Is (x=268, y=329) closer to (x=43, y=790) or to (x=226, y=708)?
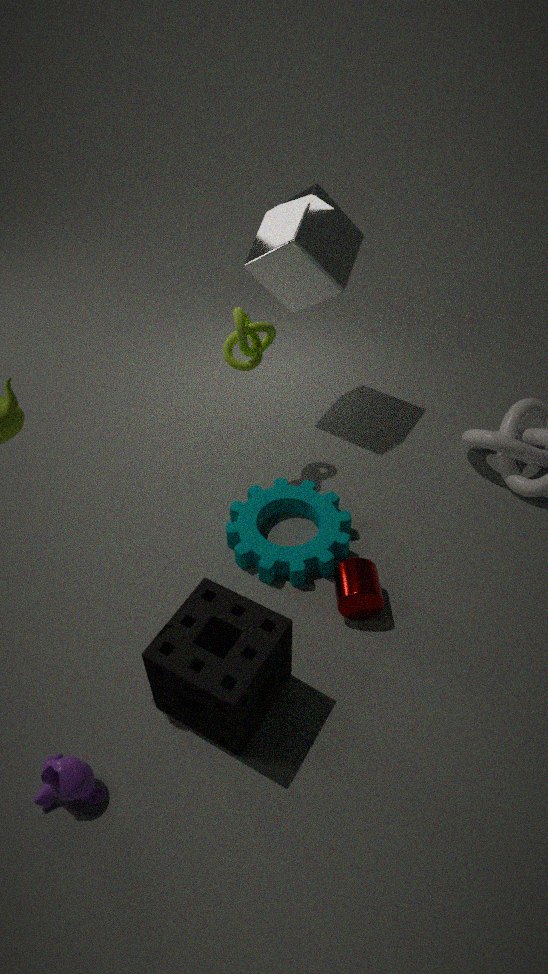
(x=226, y=708)
